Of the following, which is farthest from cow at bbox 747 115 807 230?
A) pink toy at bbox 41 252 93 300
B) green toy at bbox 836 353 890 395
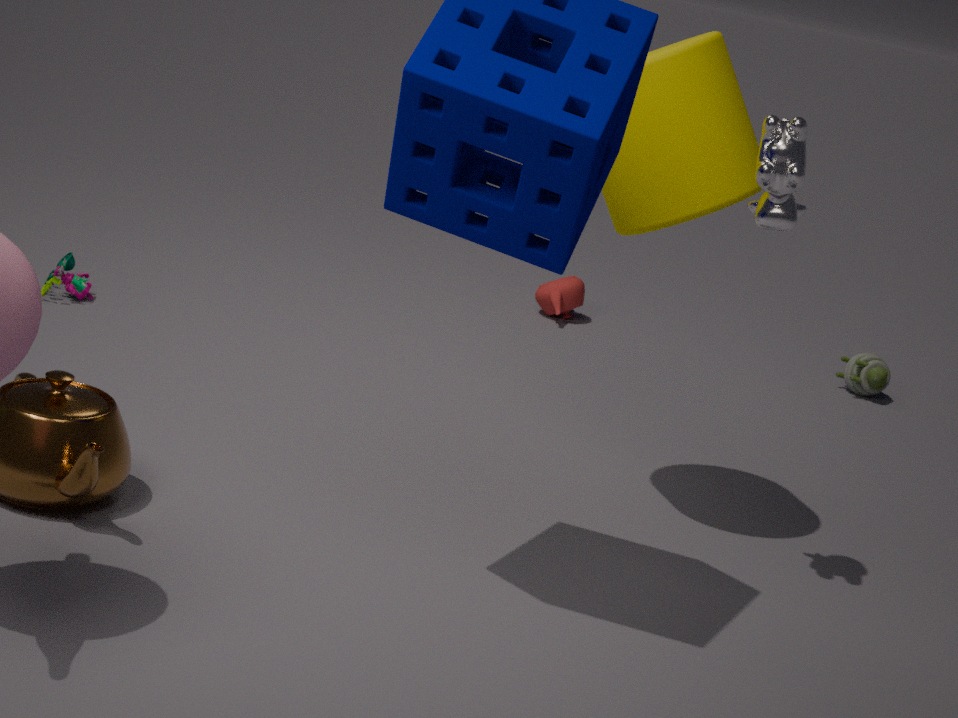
pink toy at bbox 41 252 93 300
